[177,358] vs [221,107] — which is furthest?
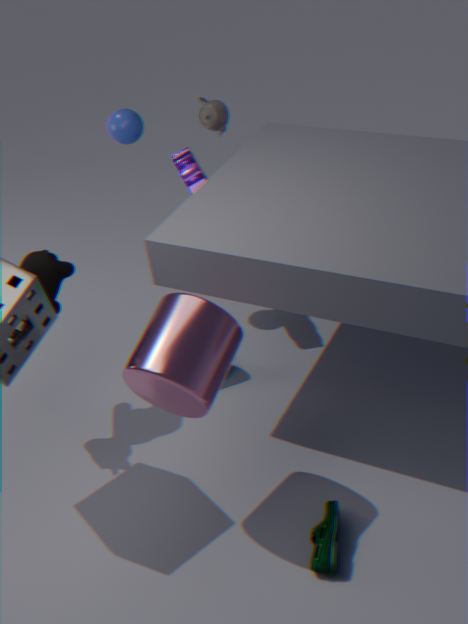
[221,107]
